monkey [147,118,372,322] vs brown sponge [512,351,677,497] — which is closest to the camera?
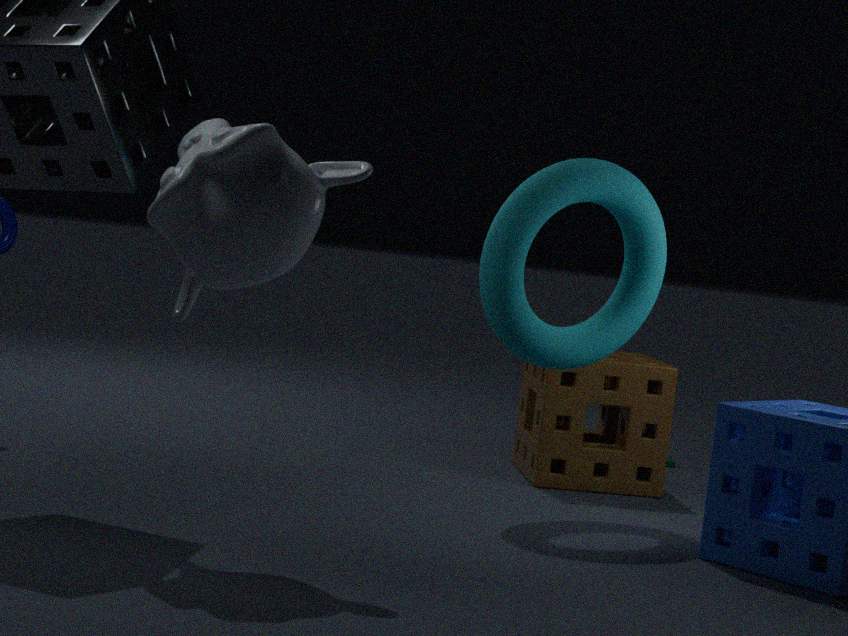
monkey [147,118,372,322]
